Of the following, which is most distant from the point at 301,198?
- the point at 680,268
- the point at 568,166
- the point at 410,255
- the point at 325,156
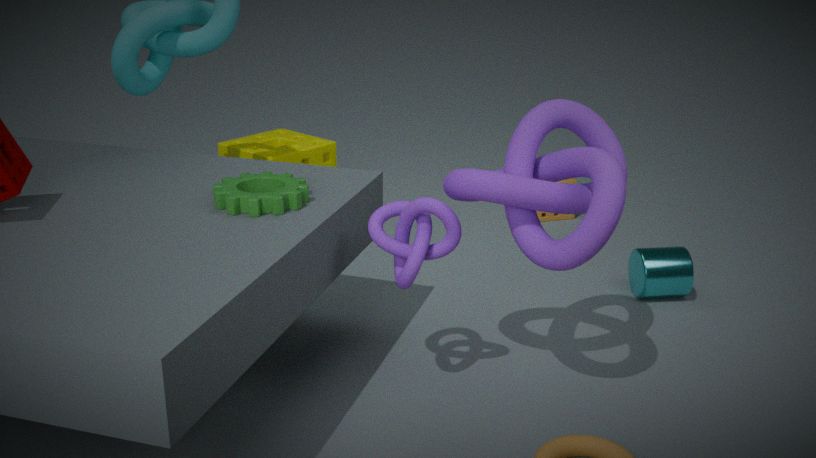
the point at 680,268
